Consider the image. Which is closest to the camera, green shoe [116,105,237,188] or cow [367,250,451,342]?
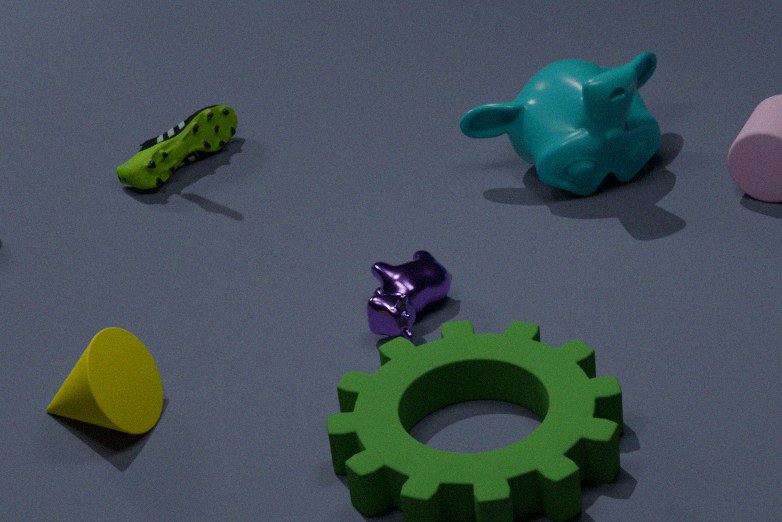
cow [367,250,451,342]
